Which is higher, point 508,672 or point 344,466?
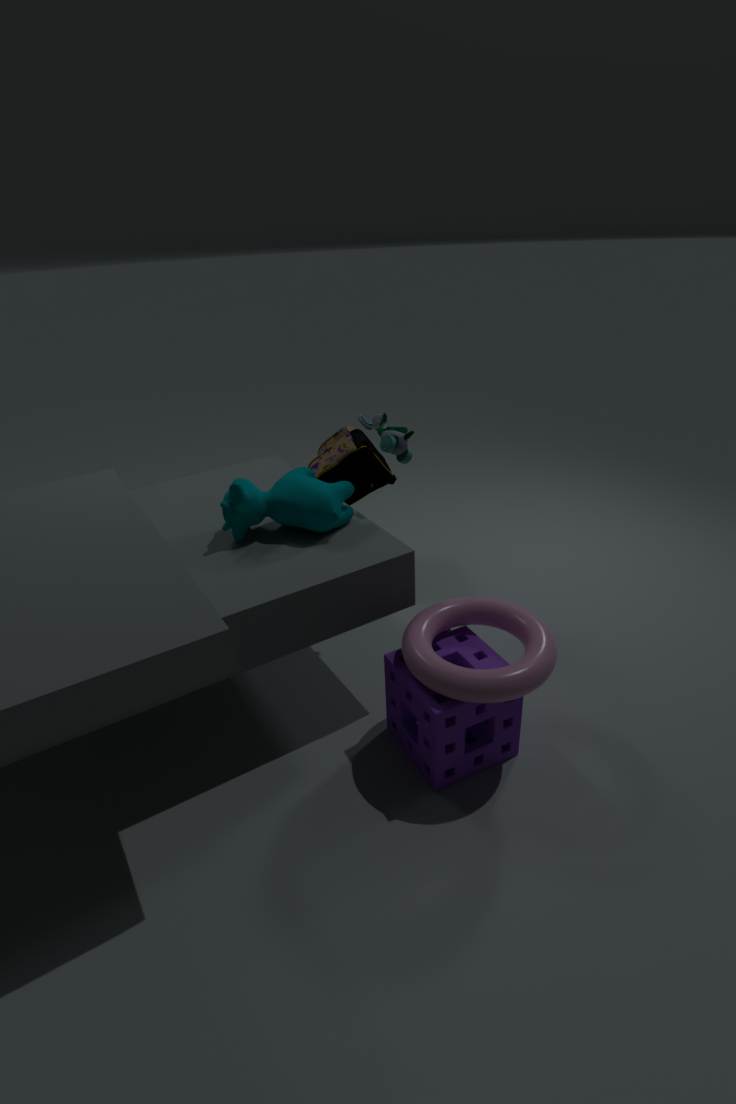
point 344,466
